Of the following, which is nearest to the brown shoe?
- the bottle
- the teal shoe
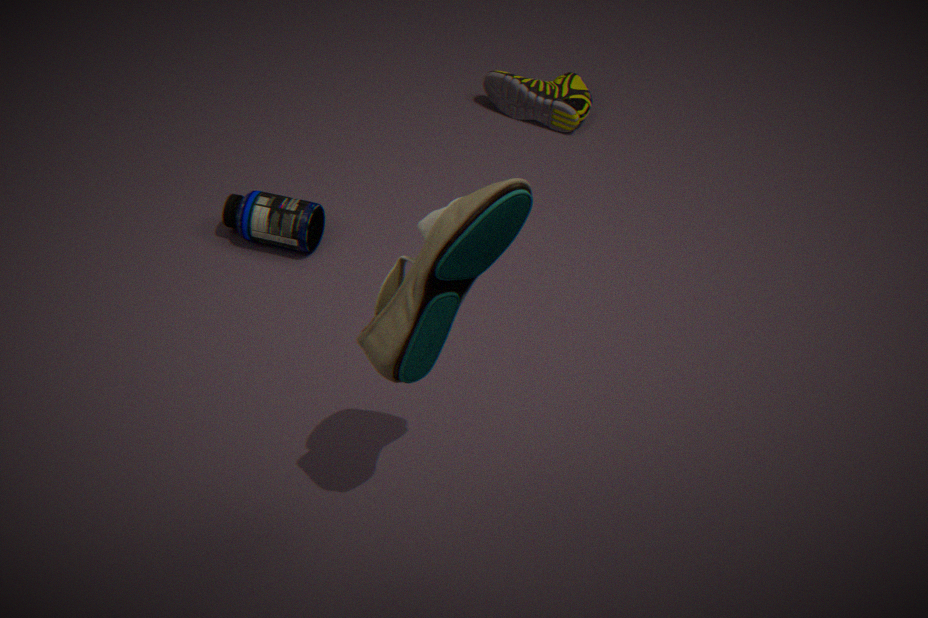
the bottle
